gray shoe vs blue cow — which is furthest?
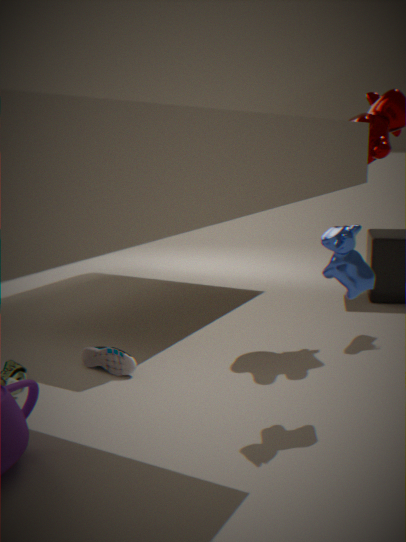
gray shoe
